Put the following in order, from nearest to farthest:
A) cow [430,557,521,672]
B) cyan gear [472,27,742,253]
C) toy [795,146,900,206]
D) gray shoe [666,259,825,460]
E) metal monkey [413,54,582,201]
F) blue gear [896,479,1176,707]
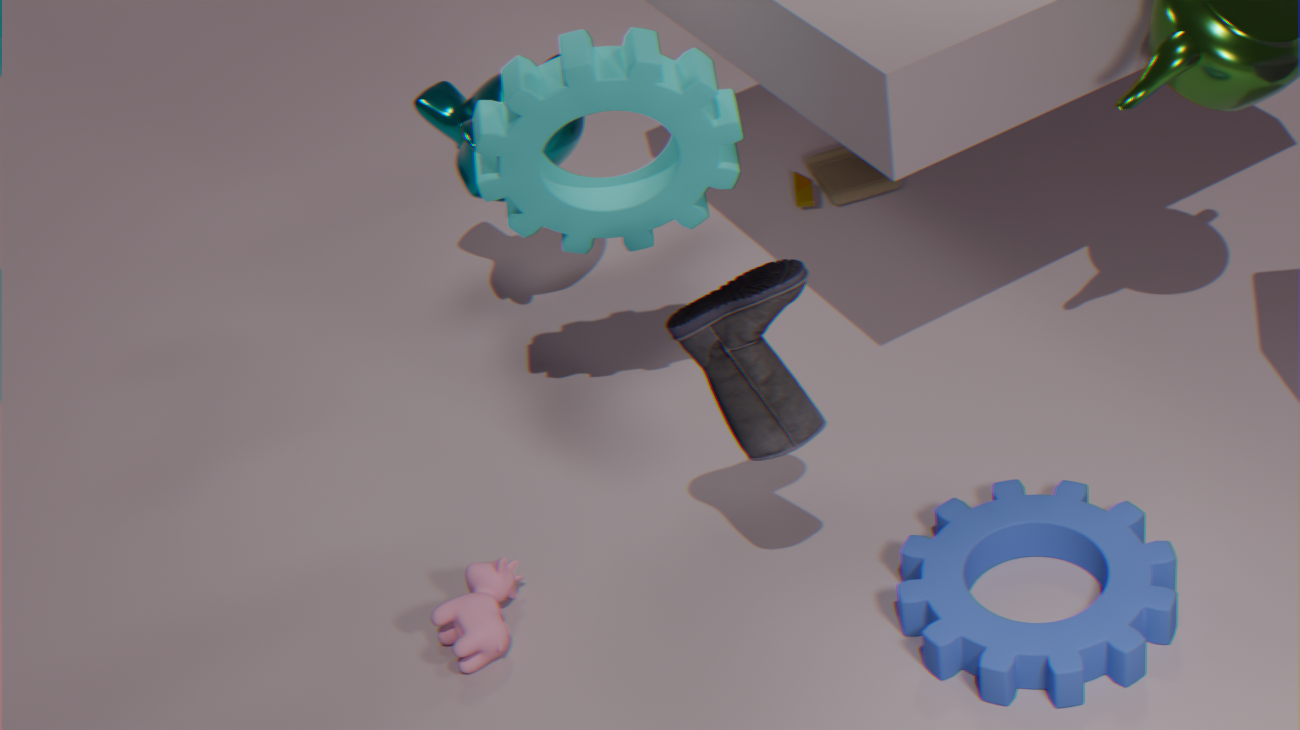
gray shoe [666,259,825,460]
blue gear [896,479,1176,707]
cyan gear [472,27,742,253]
cow [430,557,521,672]
metal monkey [413,54,582,201]
toy [795,146,900,206]
